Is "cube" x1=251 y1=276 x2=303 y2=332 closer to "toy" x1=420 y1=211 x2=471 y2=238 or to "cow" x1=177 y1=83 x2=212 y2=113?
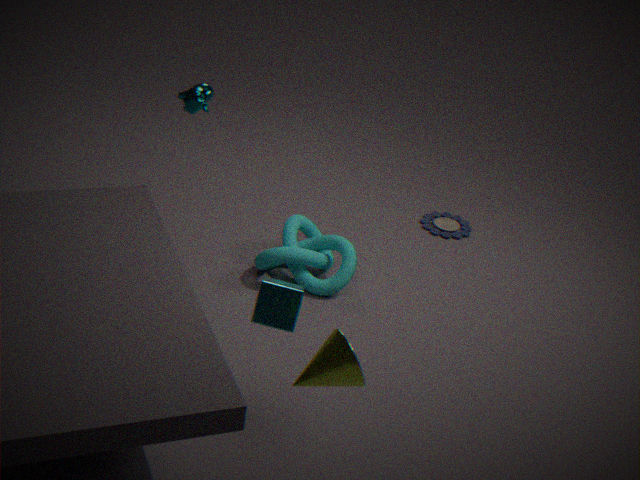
"cow" x1=177 y1=83 x2=212 y2=113
